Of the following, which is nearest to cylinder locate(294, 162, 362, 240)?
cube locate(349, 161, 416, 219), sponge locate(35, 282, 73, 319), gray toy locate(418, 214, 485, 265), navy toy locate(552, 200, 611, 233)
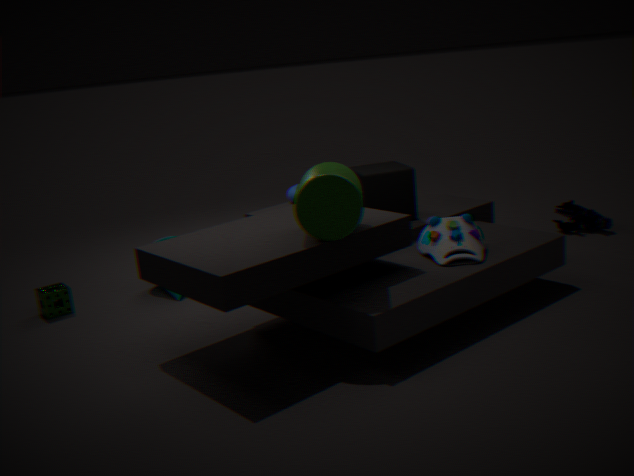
gray toy locate(418, 214, 485, 265)
